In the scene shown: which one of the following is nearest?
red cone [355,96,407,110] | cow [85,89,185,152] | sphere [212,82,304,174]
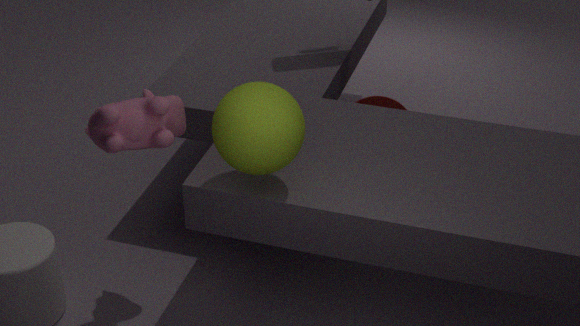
sphere [212,82,304,174]
